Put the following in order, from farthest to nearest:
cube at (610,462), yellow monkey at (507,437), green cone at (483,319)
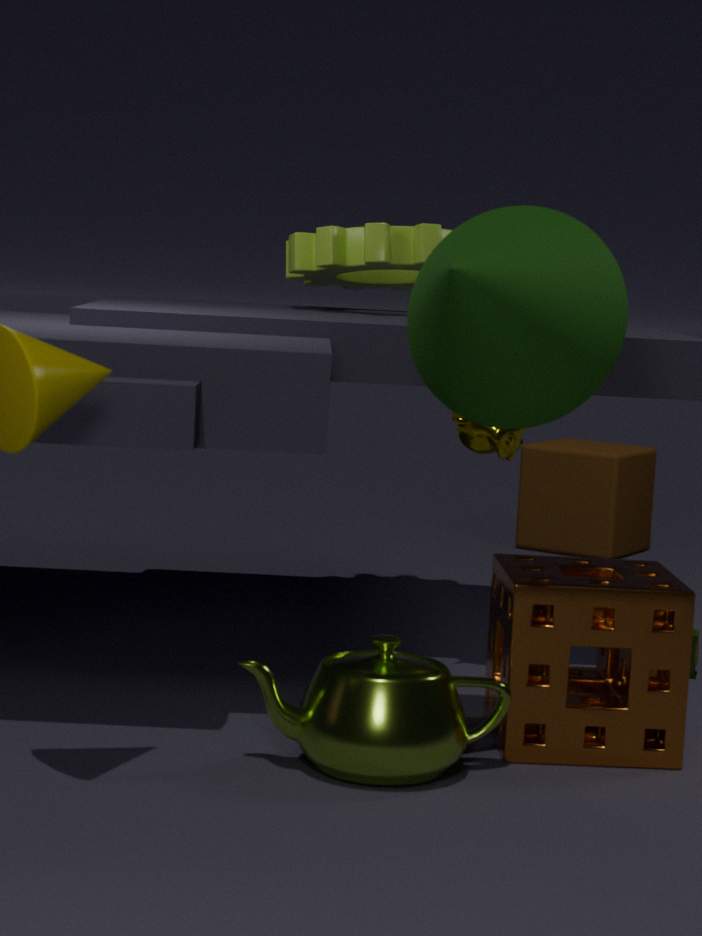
cube at (610,462)
yellow monkey at (507,437)
green cone at (483,319)
